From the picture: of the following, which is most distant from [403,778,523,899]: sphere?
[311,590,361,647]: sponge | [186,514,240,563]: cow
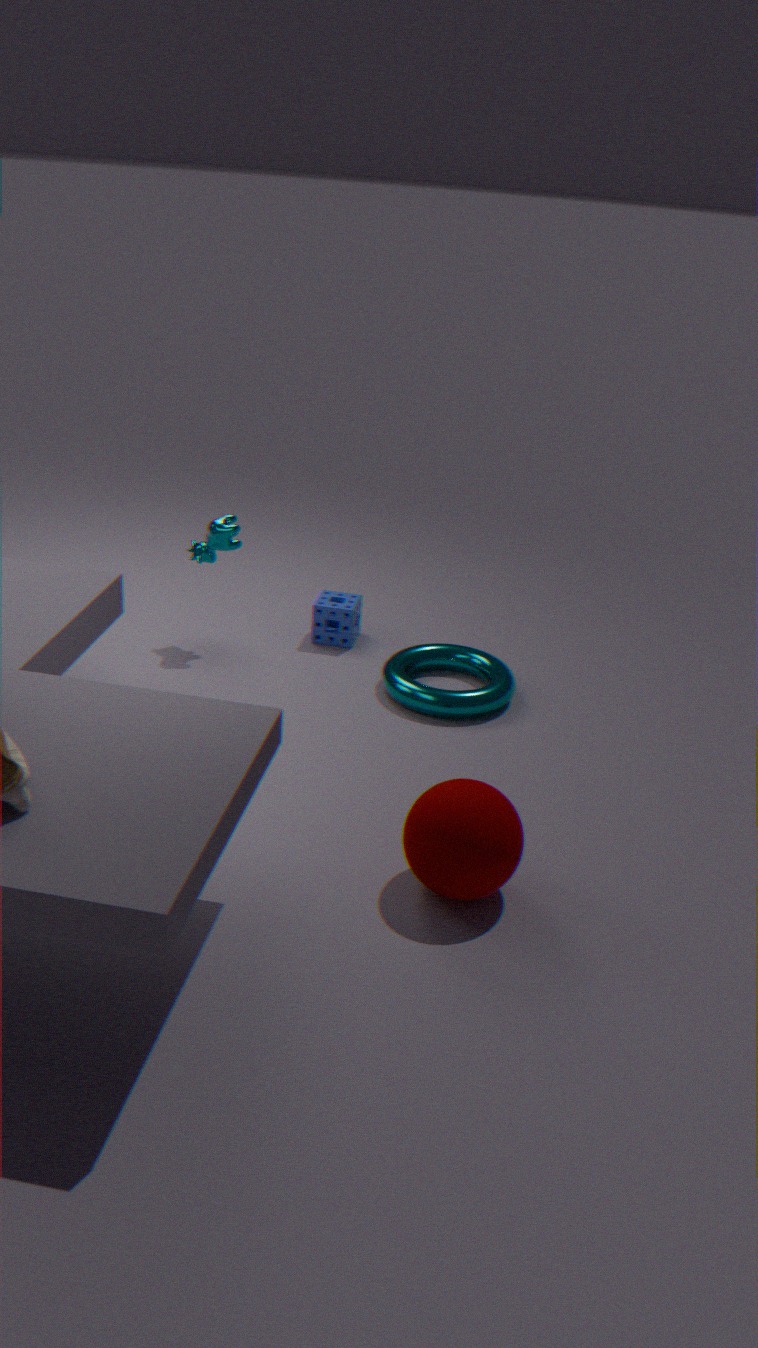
[186,514,240,563]: cow
